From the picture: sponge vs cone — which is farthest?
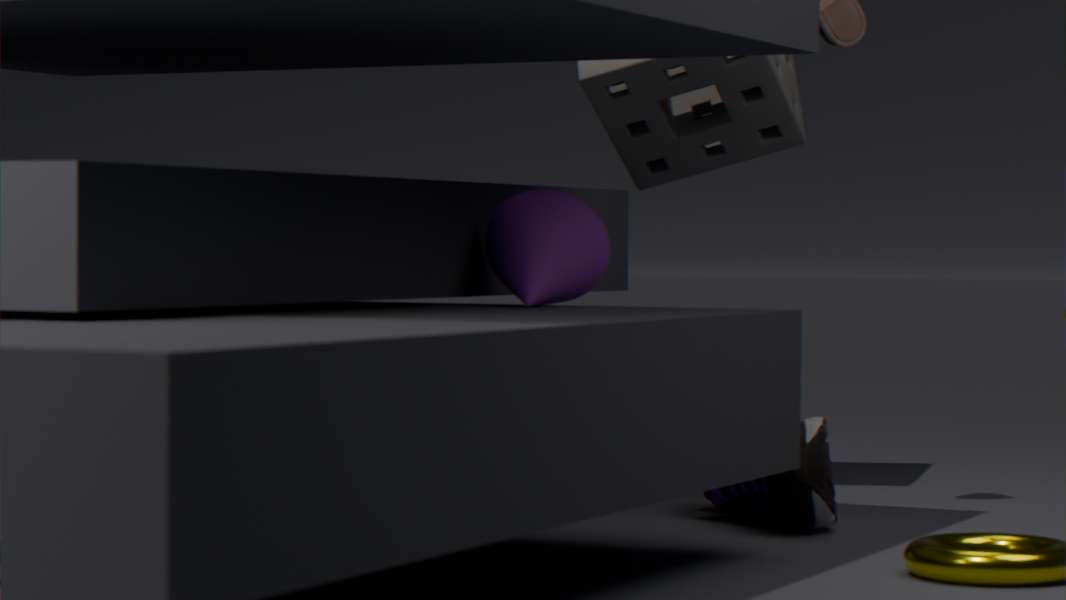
sponge
